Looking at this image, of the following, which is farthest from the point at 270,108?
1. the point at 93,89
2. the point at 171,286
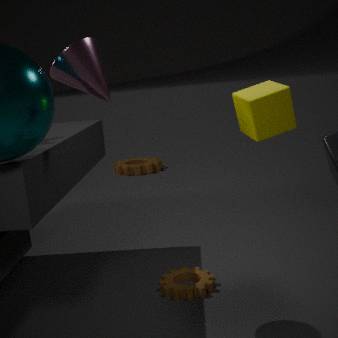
the point at 171,286
